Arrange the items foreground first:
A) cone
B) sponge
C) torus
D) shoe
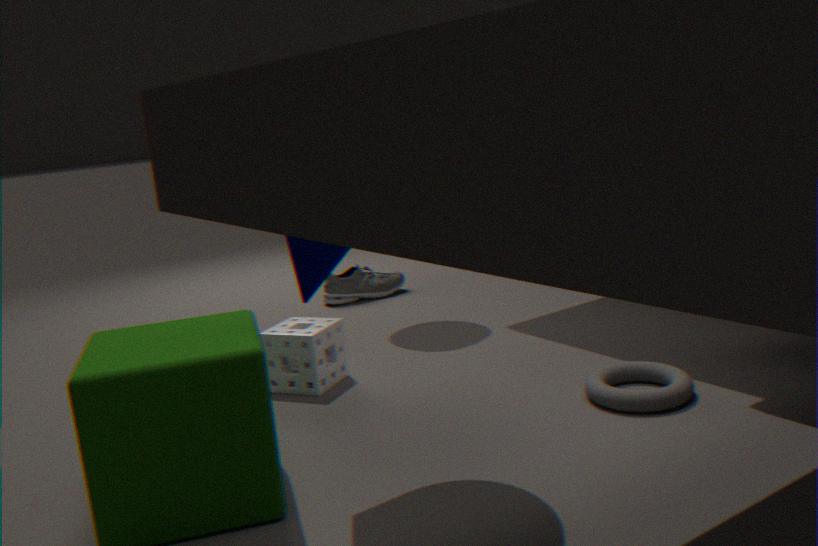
cone → torus → sponge → shoe
